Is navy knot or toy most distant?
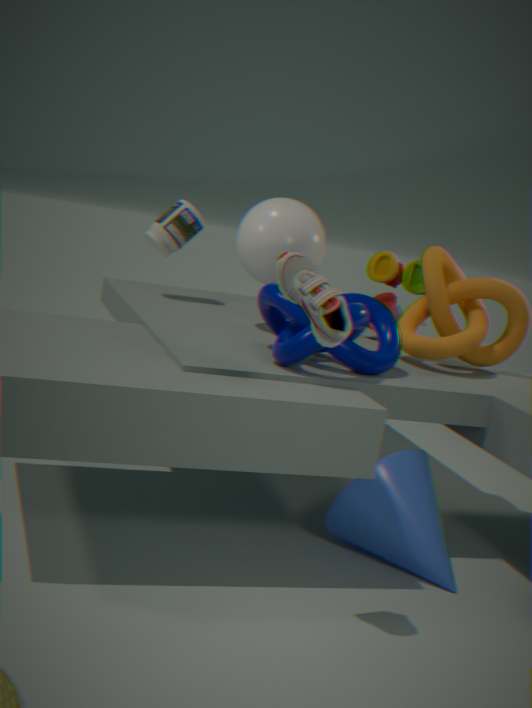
toy
